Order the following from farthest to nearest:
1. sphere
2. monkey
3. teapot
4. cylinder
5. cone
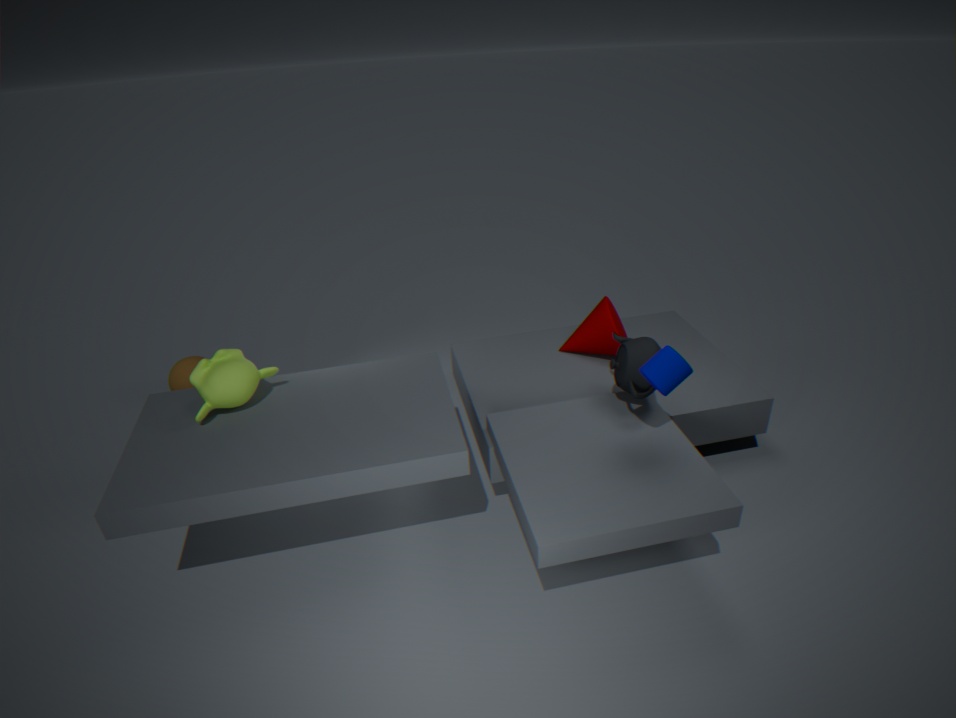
sphere < cone < teapot < monkey < cylinder
